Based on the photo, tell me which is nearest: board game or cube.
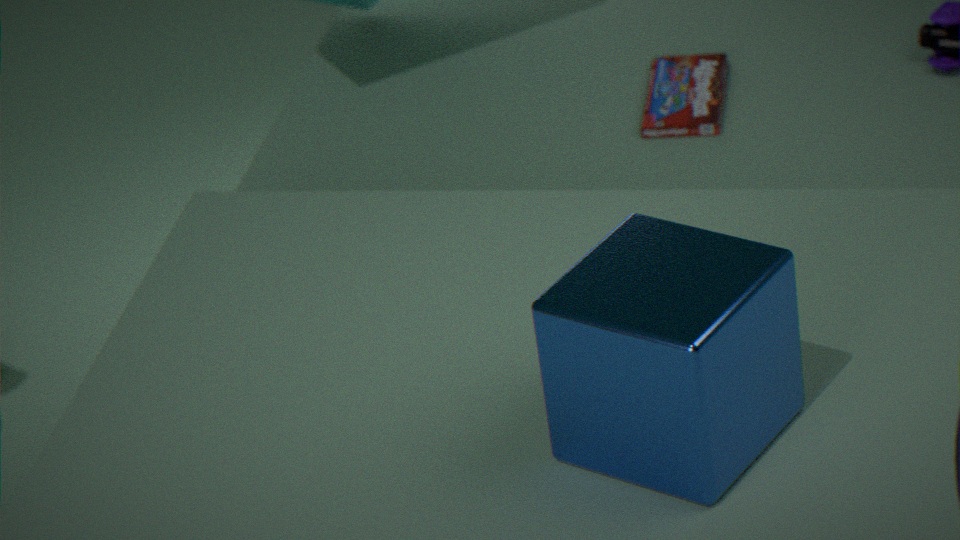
cube
